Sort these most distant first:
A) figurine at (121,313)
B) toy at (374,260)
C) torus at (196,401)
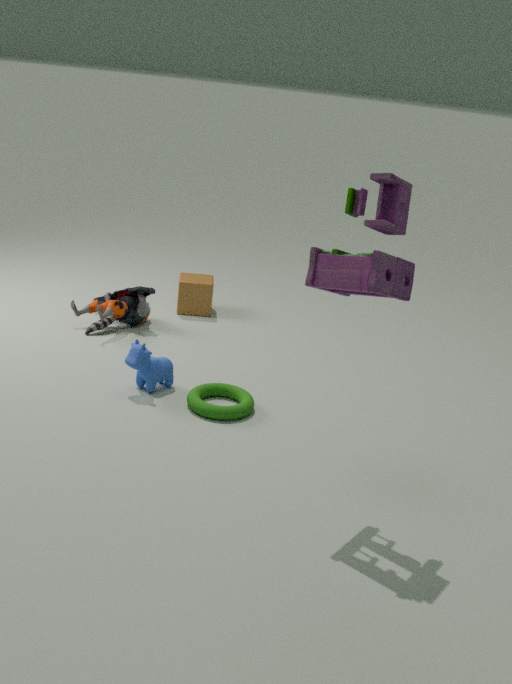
figurine at (121,313) < torus at (196,401) < toy at (374,260)
